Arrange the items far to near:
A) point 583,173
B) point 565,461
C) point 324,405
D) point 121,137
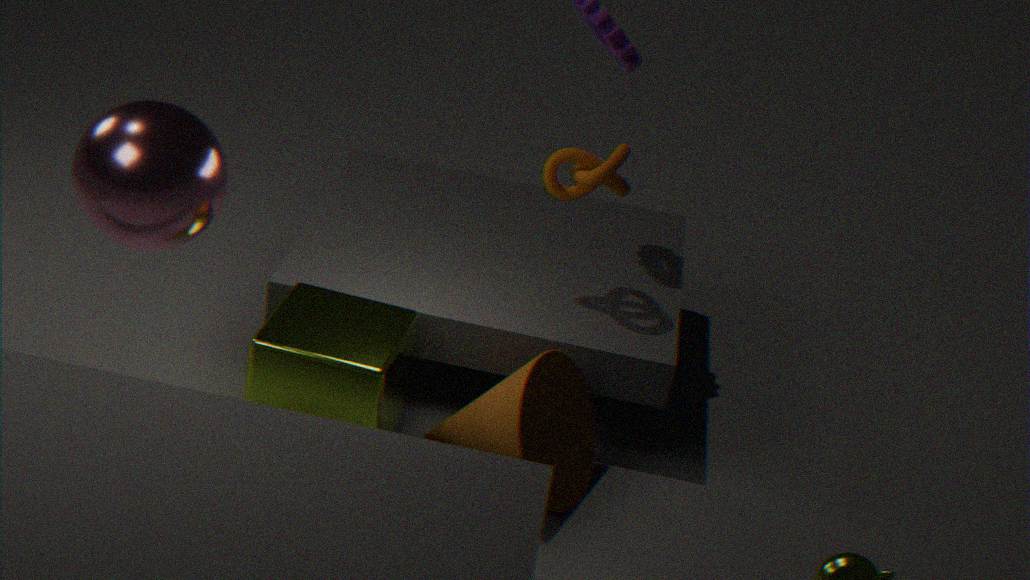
point 583,173
point 565,461
point 324,405
point 121,137
